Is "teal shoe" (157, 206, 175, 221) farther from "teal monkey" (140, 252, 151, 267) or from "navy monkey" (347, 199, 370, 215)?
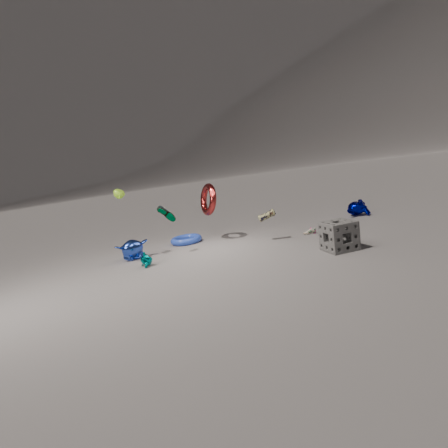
"navy monkey" (347, 199, 370, 215)
